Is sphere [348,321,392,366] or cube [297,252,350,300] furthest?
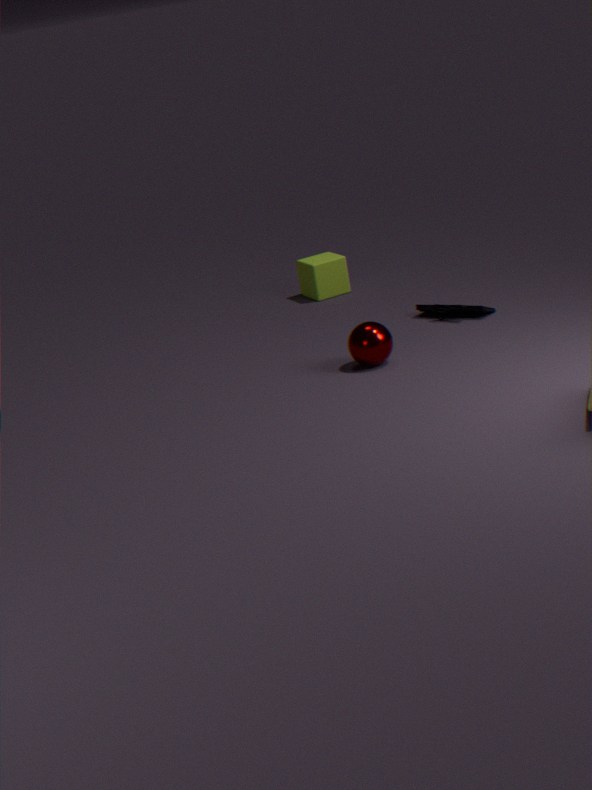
cube [297,252,350,300]
